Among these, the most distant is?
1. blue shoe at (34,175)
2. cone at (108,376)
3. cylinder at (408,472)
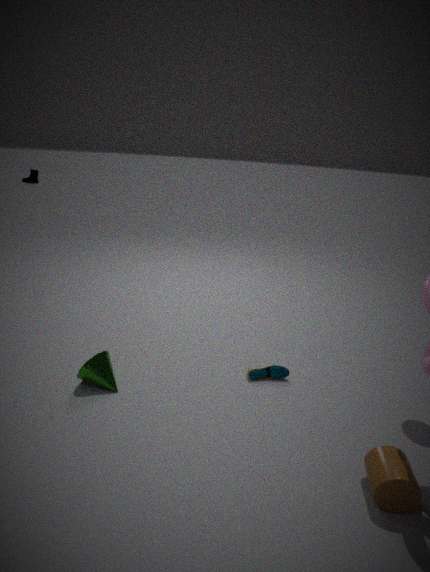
blue shoe at (34,175)
